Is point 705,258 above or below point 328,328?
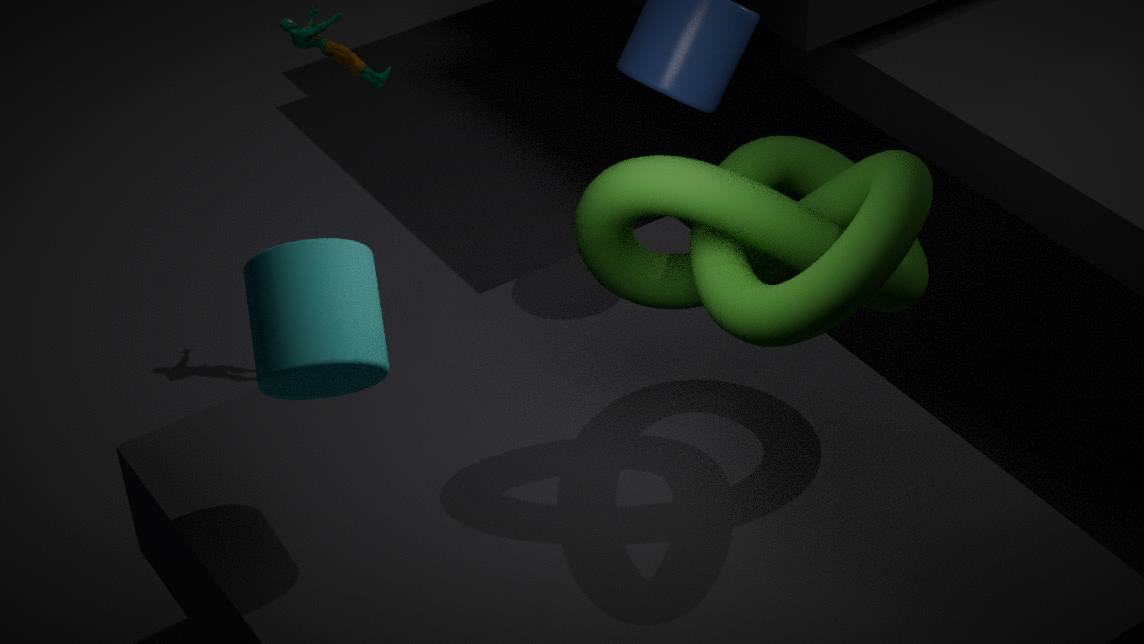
above
